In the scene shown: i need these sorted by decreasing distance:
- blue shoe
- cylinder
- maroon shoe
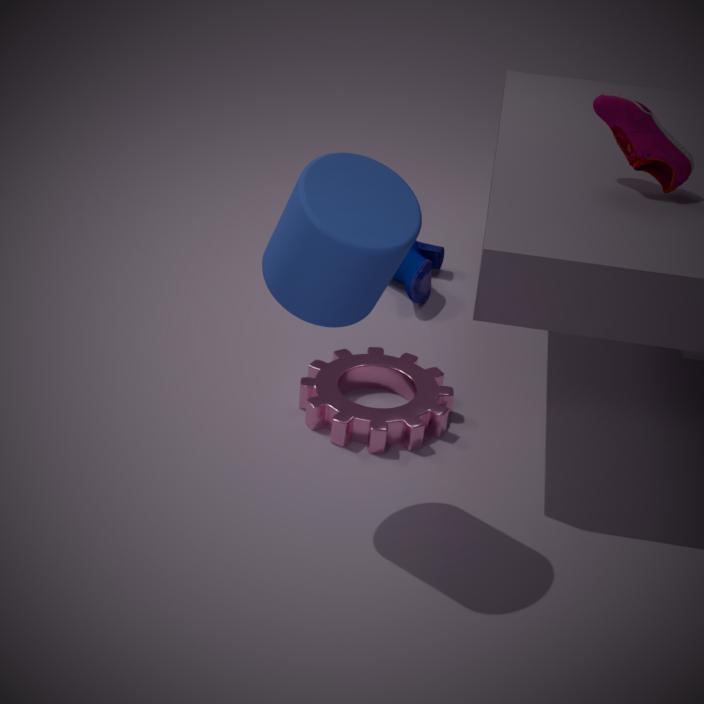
1. blue shoe
2. maroon shoe
3. cylinder
